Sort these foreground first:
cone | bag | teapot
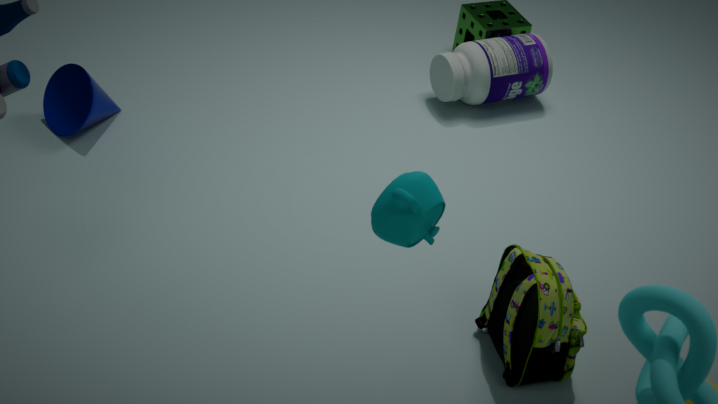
1. teapot
2. bag
3. cone
